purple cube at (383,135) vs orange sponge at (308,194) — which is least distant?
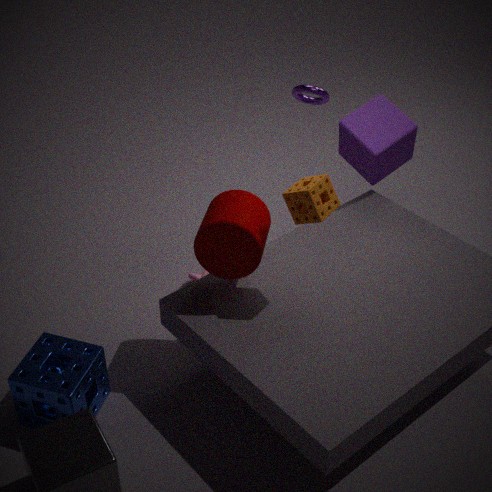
orange sponge at (308,194)
